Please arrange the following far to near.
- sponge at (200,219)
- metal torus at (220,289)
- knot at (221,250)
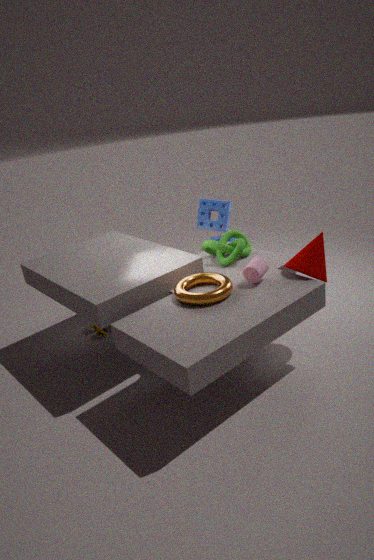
sponge at (200,219), knot at (221,250), metal torus at (220,289)
